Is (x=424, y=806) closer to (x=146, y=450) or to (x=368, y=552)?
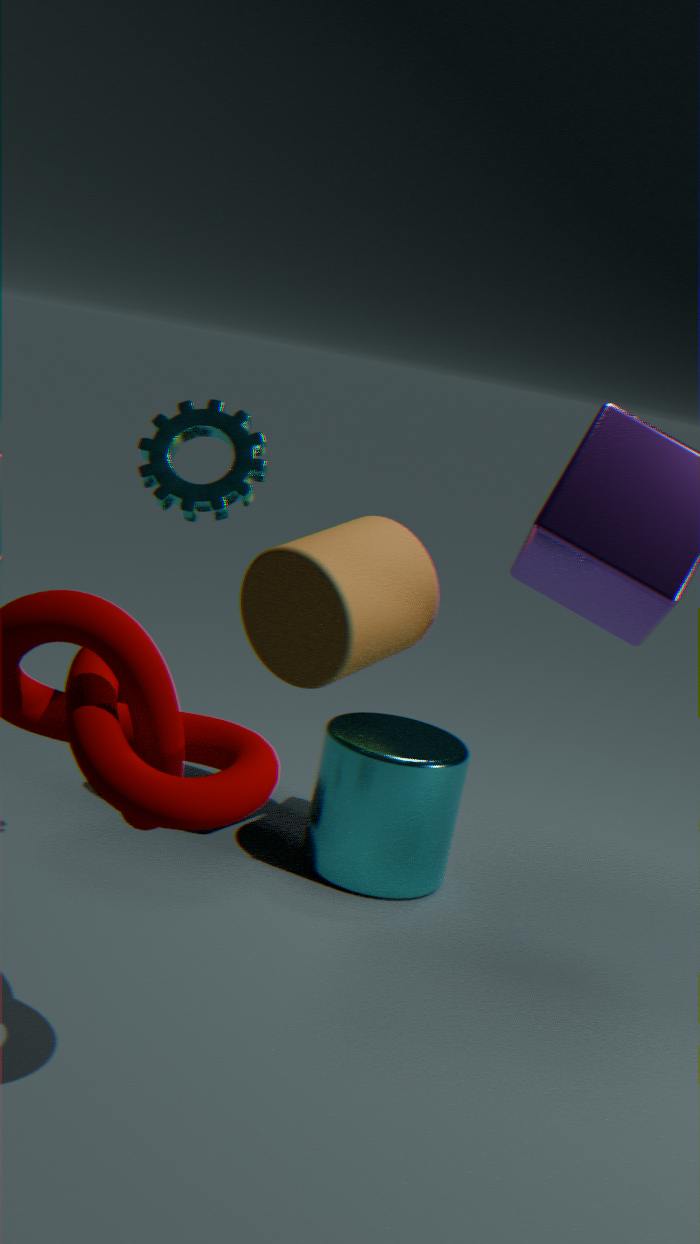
(x=368, y=552)
